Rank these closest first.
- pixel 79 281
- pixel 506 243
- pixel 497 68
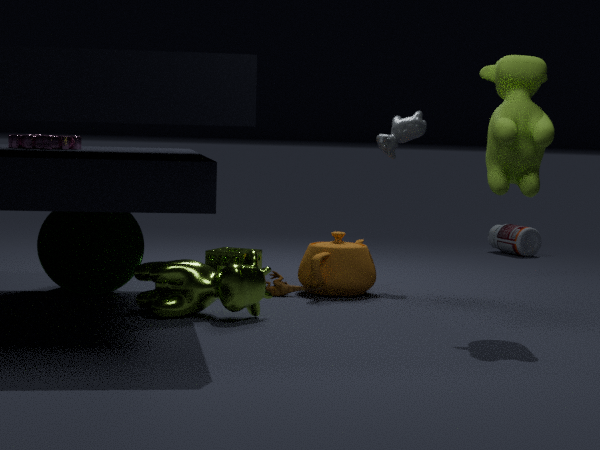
1. pixel 497 68
2. pixel 79 281
3. pixel 506 243
